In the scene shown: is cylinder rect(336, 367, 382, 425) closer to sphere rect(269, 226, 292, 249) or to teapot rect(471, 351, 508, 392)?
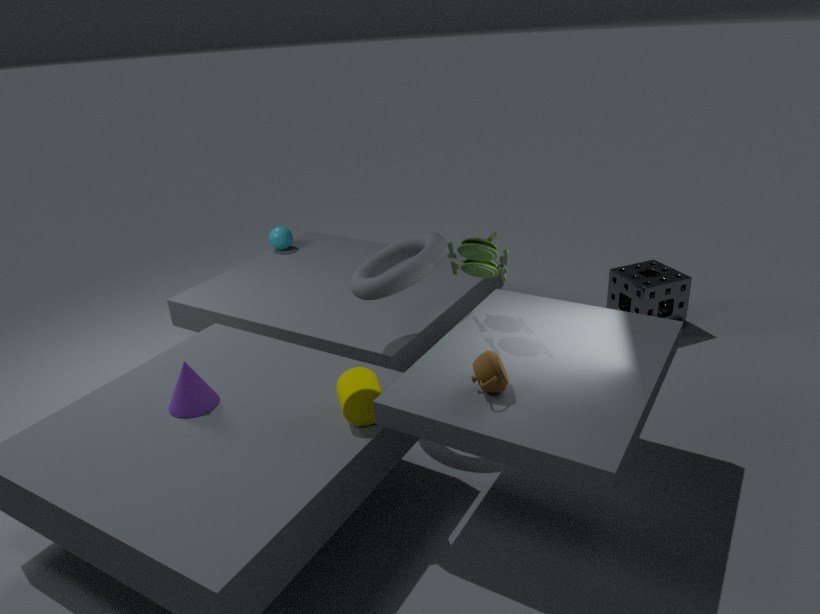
teapot rect(471, 351, 508, 392)
